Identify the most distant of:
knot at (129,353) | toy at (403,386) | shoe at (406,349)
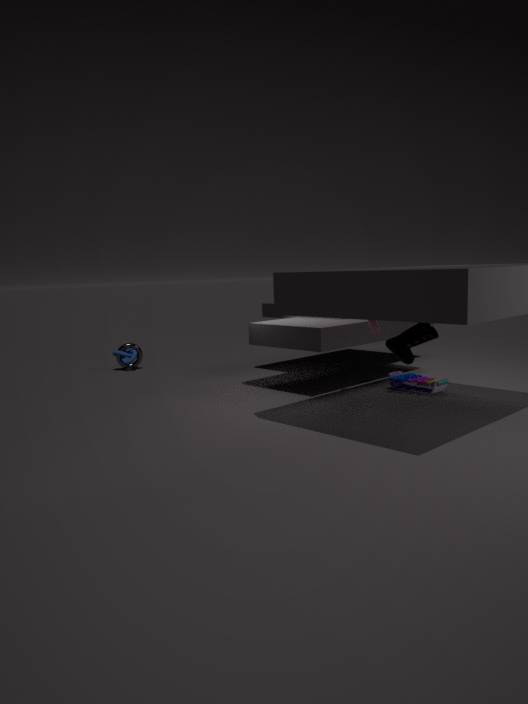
knot at (129,353)
